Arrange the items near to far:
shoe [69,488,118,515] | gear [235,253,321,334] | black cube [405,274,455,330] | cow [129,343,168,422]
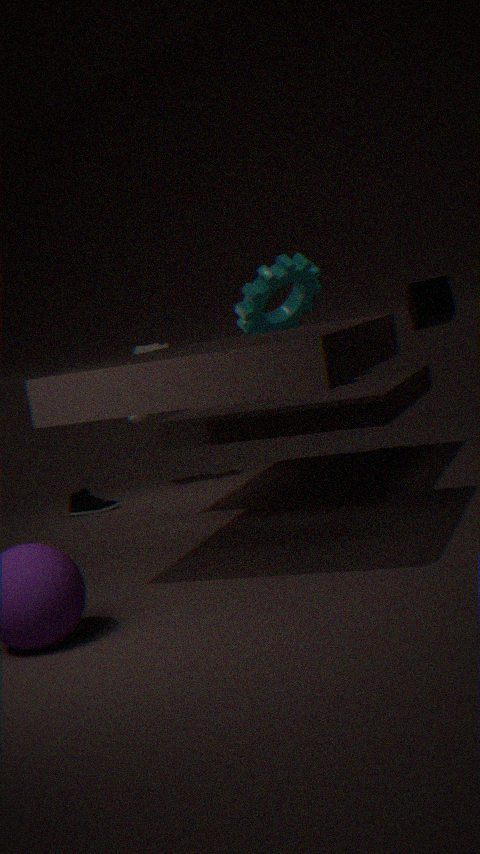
1. black cube [405,274,455,330]
2. gear [235,253,321,334]
3. shoe [69,488,118,515]
4. cow [129,343,168,422]
